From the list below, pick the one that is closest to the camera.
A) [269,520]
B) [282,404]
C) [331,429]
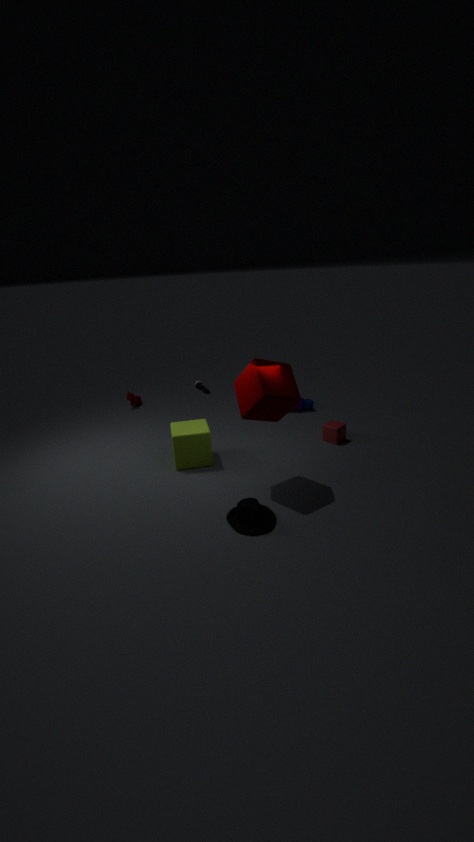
[269,520]
